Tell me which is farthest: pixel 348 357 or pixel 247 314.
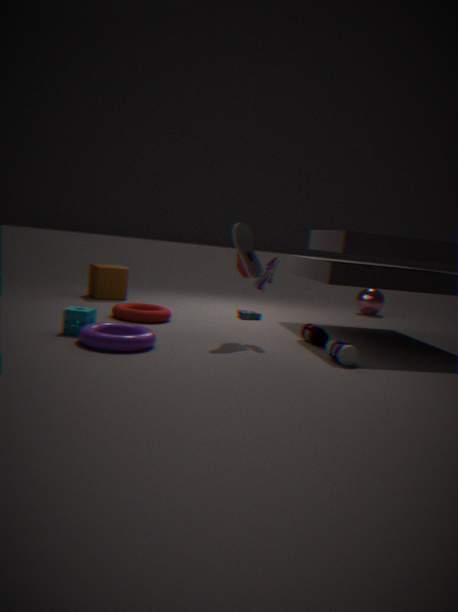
pixel 247 314
